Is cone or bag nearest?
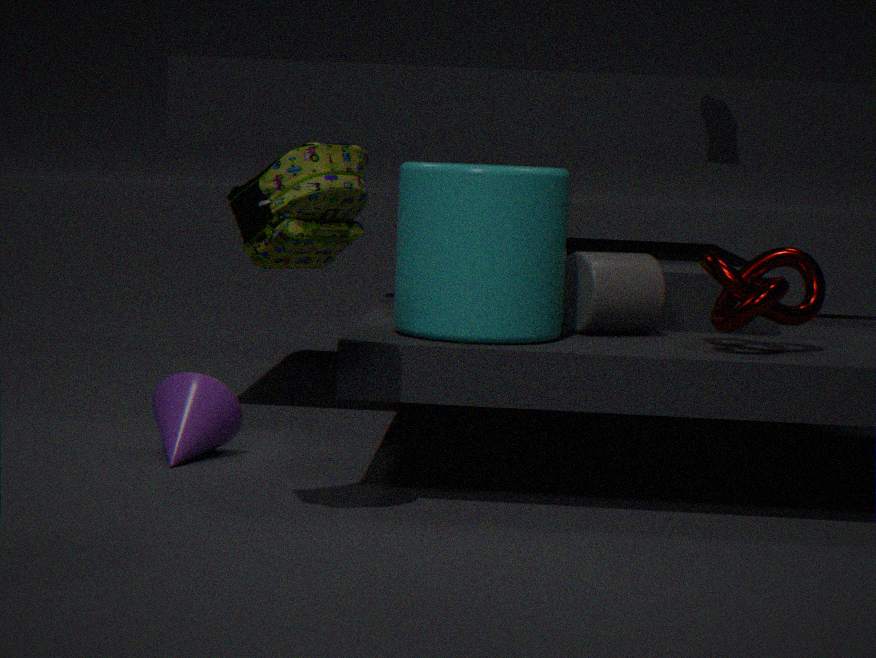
bag
